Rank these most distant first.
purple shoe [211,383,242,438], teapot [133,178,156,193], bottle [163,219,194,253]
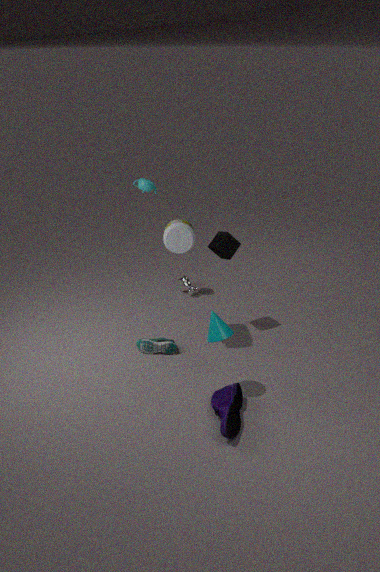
teapot [133,178,156,193]
bottle [163,219,194,253]
purple shoe [211,383,242,438]
